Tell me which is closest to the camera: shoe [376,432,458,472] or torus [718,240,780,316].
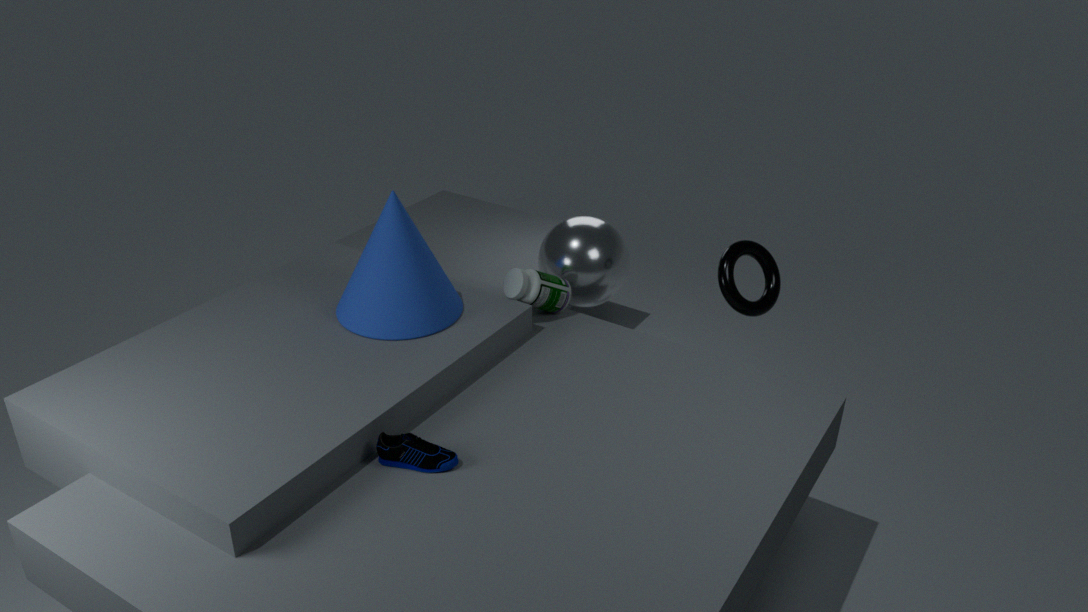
shoe [376,432,458,472]
